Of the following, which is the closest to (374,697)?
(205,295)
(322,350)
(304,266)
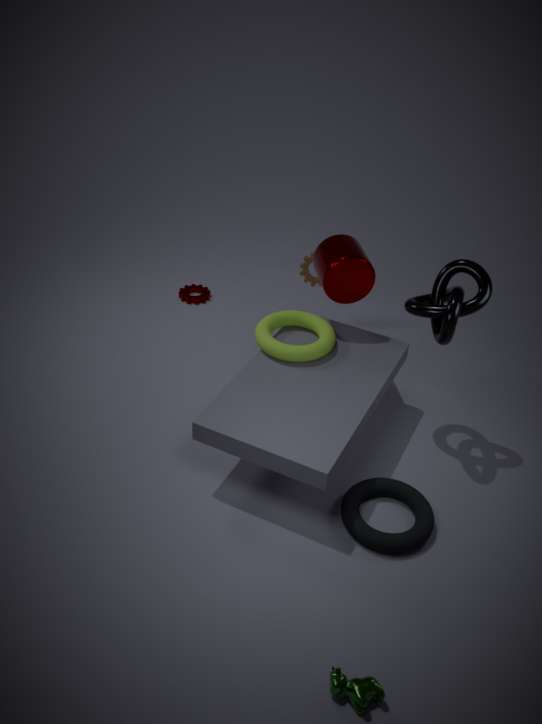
(322,350)
